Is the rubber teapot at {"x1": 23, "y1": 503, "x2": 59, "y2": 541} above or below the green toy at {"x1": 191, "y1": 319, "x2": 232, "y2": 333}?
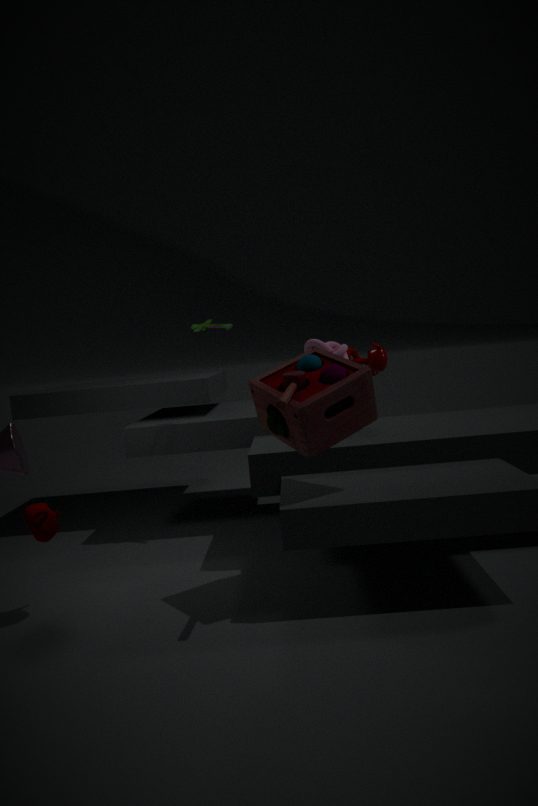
below
